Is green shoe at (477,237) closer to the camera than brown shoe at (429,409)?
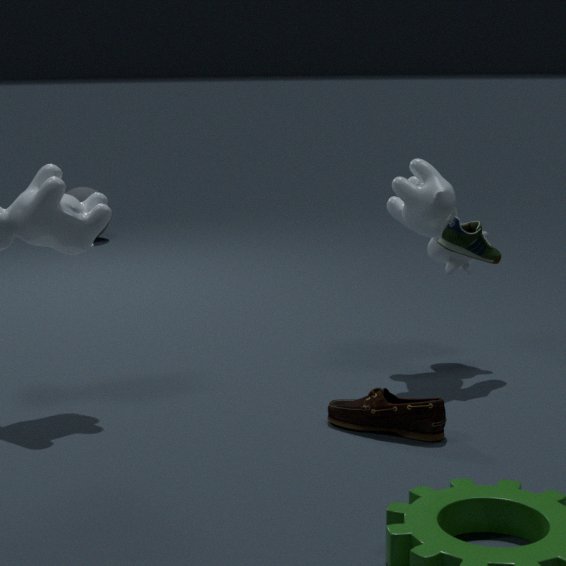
No
